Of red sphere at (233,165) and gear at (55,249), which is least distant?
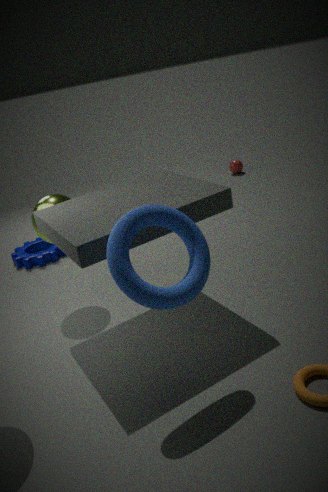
gear at (55,249)
